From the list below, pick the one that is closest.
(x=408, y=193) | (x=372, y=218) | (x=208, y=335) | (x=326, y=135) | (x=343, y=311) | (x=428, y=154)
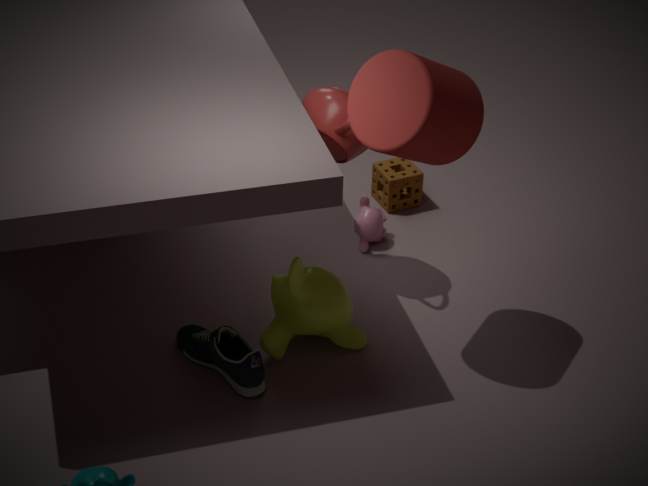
(x=428, y=154)
